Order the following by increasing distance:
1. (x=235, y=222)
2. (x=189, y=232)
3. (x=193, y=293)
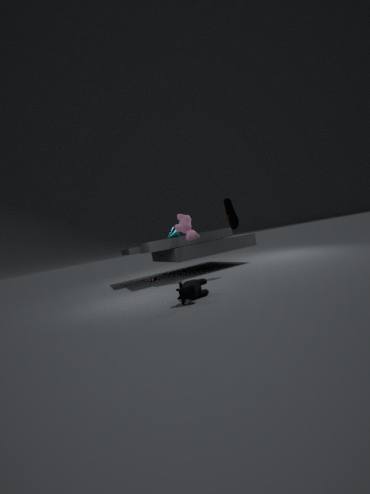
(x=193, y=293)
(x=235, y=222)
(x=189, y=232)
